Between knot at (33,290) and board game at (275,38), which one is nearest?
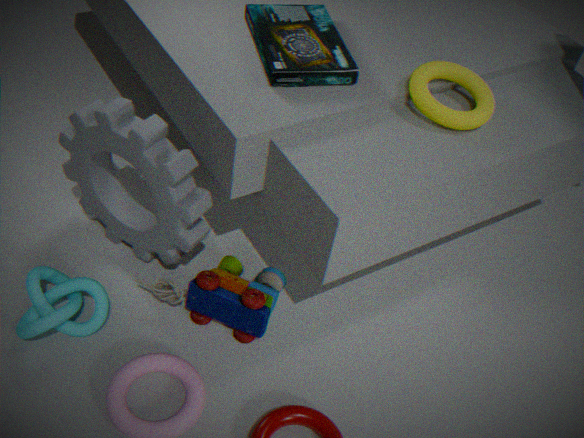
knot at (33,290)
